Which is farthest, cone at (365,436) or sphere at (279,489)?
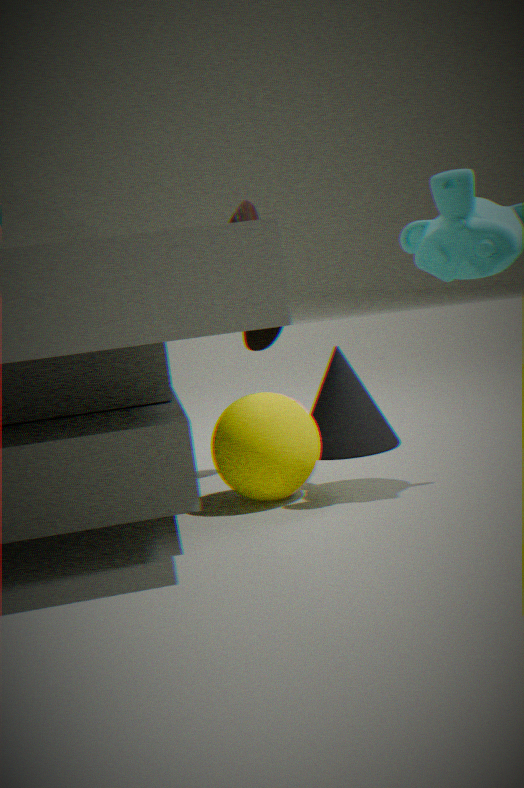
cone at (365,436)
